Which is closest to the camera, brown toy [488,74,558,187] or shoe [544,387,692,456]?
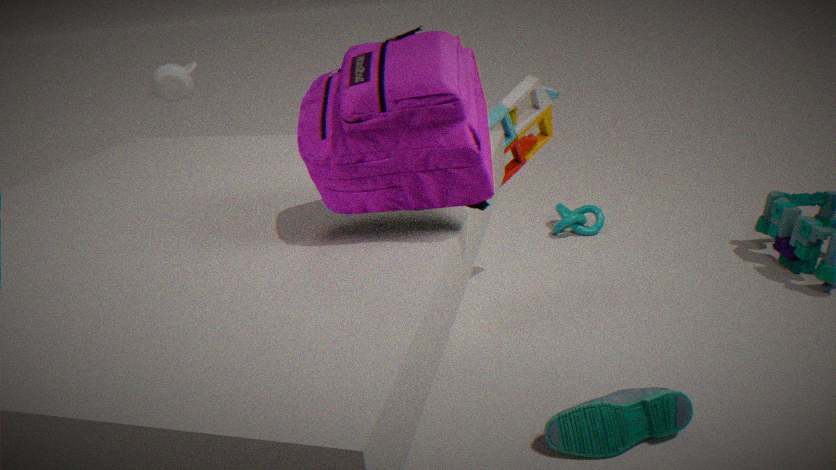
shoe [544,387,692,456]
